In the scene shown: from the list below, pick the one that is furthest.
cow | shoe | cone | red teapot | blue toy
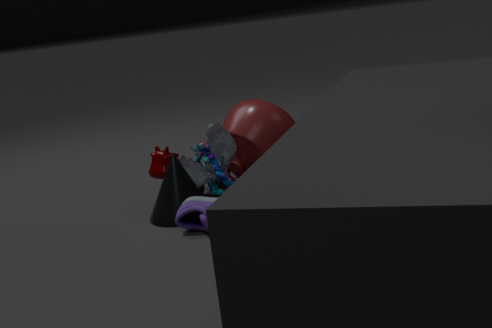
red teapot
